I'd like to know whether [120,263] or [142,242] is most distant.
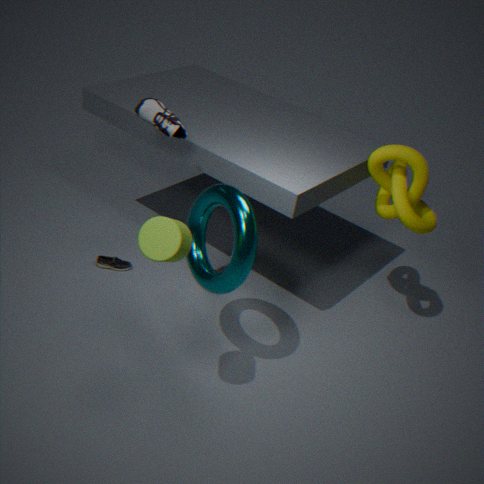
[120,263]
